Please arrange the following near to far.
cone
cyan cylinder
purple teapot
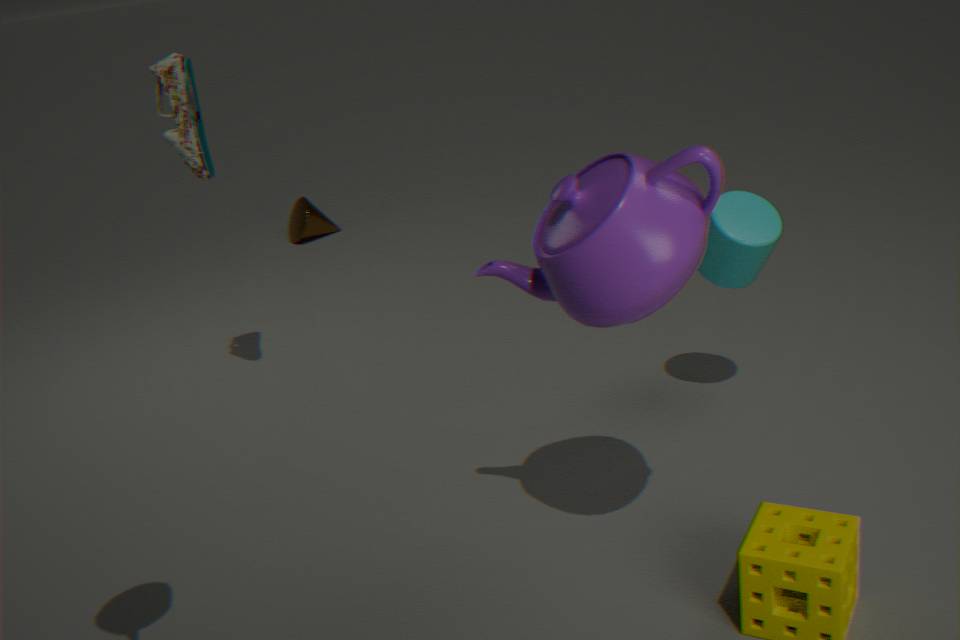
purple teapot, cyan cylinder, cone
